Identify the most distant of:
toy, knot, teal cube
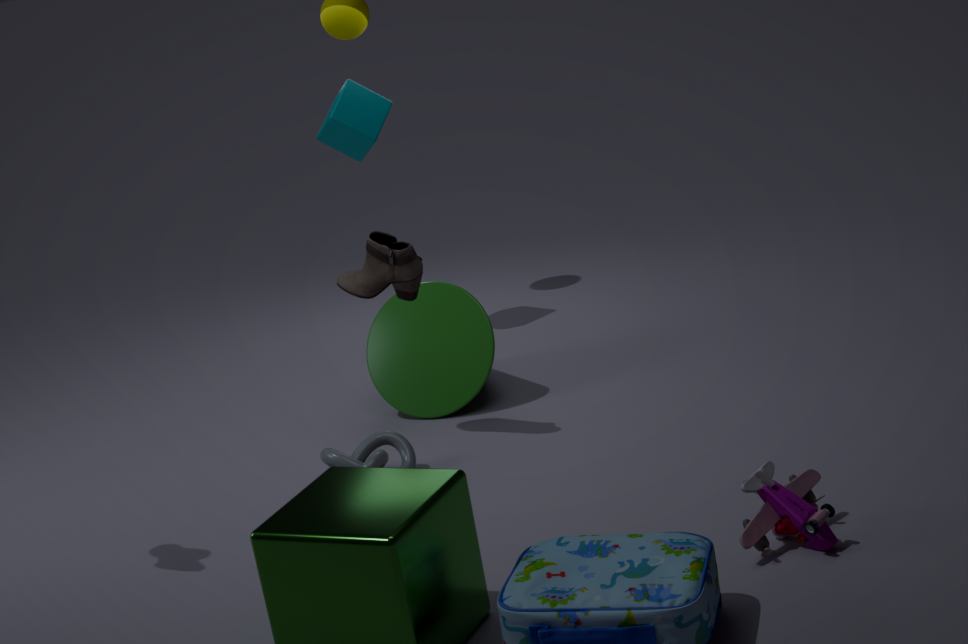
teal cube
